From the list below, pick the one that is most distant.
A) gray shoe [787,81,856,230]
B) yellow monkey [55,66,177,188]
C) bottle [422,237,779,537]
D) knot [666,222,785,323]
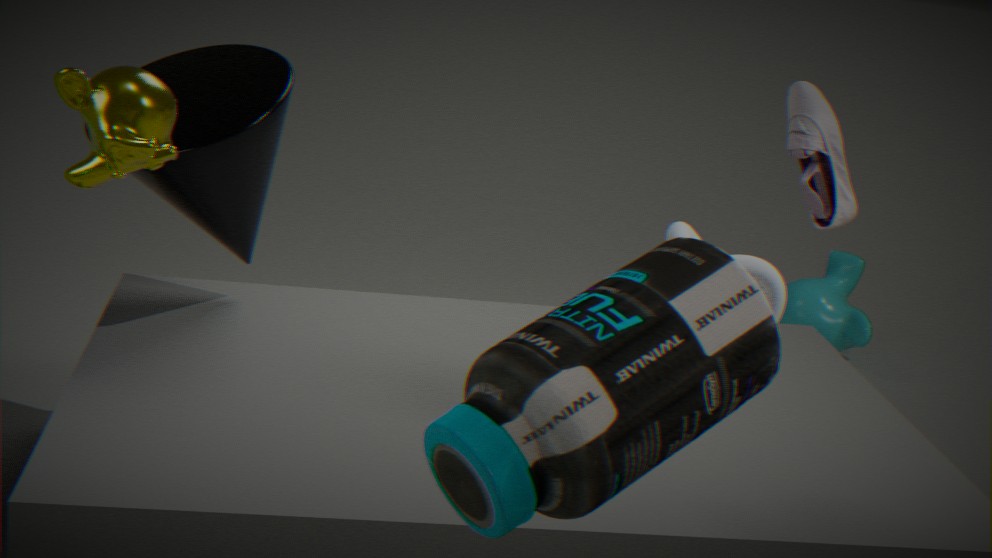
gray shoe [787,81,856,230]
